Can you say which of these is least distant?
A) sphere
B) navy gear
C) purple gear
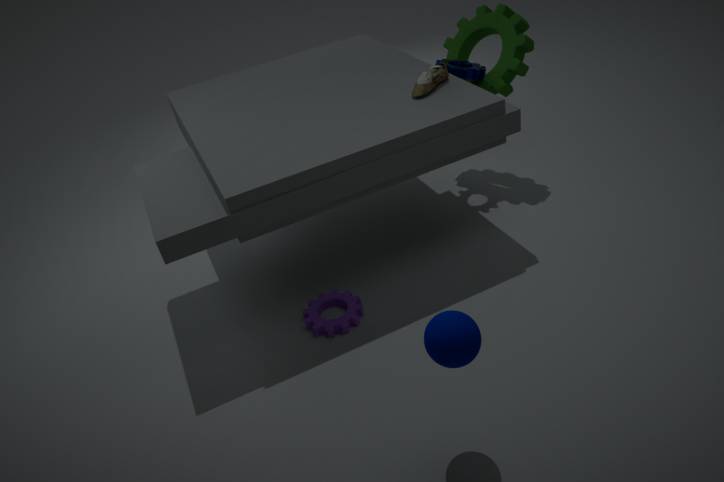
sphere
